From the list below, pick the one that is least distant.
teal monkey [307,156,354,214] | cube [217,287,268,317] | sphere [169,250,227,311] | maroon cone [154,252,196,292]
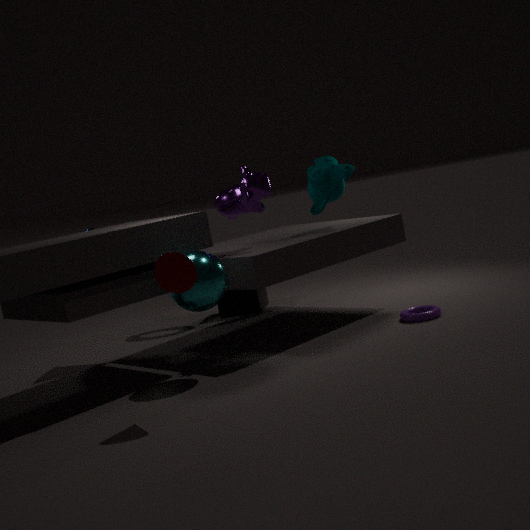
maroon cone [154,252,196,292]
